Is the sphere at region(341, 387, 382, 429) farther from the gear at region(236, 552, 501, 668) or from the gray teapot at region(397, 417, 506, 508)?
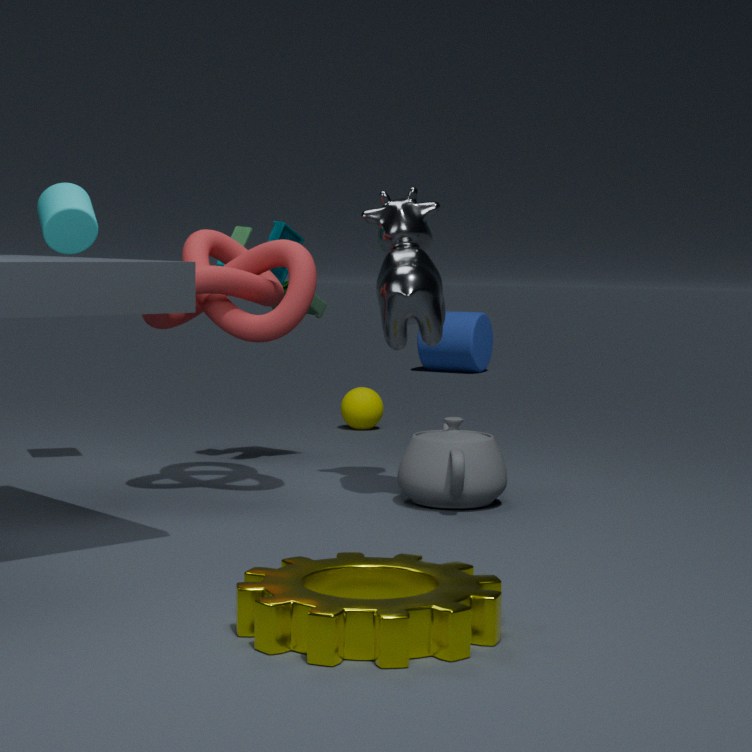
the gear at region(236, 552, 501, 668)
